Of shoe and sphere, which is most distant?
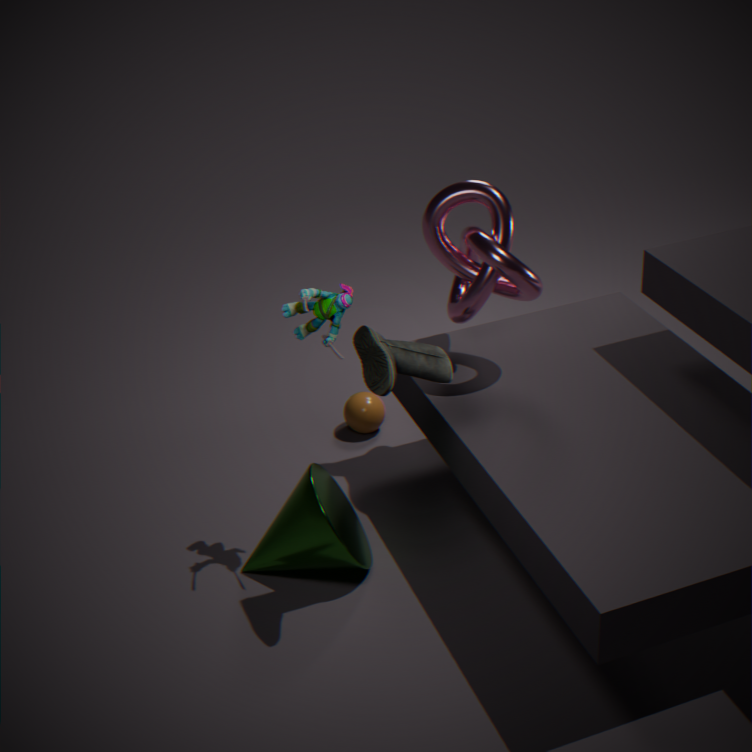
sphere
